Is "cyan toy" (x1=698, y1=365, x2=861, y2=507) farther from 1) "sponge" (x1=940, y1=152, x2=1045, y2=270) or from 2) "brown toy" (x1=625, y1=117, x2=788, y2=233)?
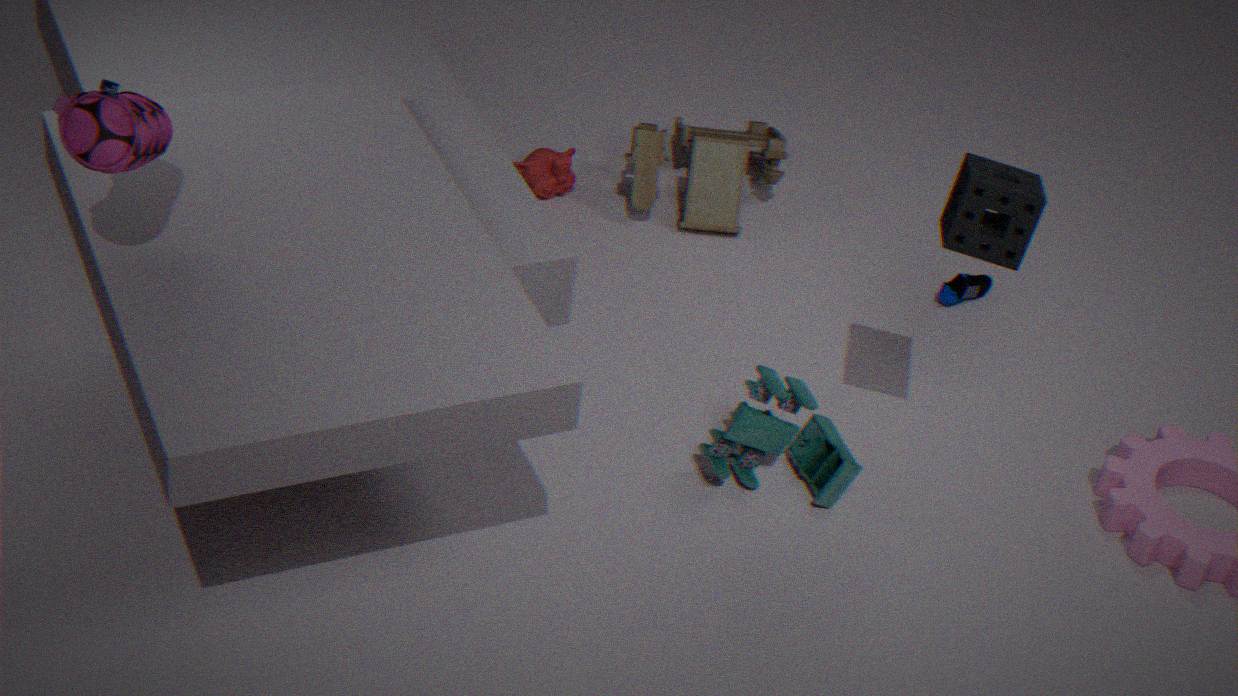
2) "brown toy" (x1=625, y1=117, x2=788, y2=233)
